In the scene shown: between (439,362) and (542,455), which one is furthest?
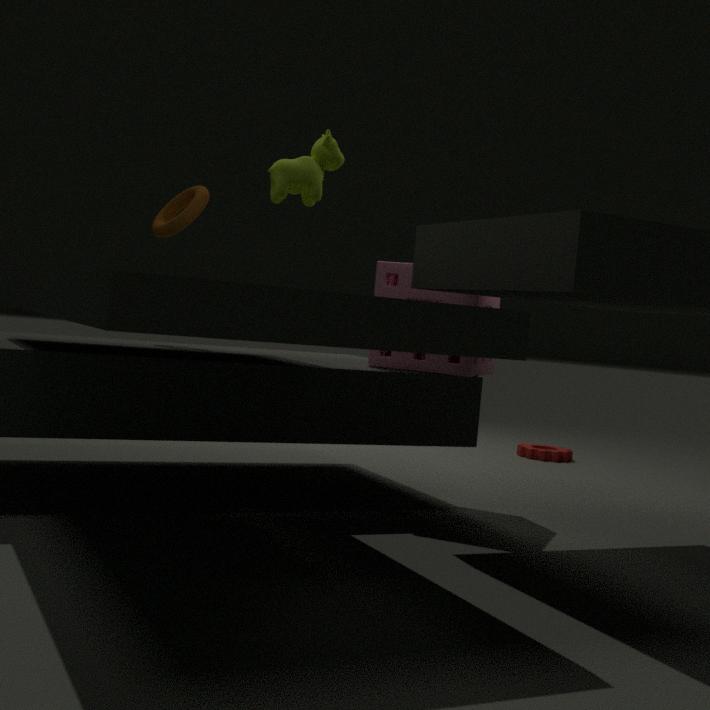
(542,455)
